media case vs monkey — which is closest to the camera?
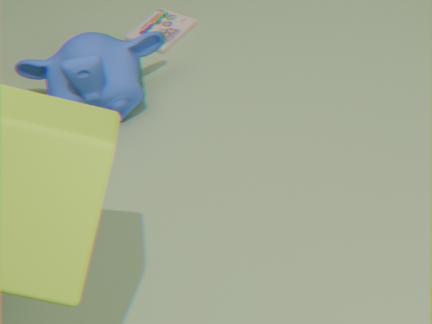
monkey
